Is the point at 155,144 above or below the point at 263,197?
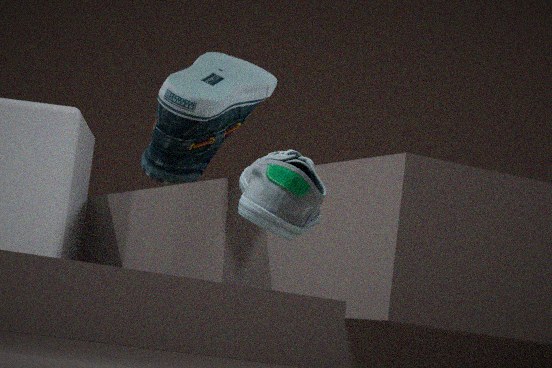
above
